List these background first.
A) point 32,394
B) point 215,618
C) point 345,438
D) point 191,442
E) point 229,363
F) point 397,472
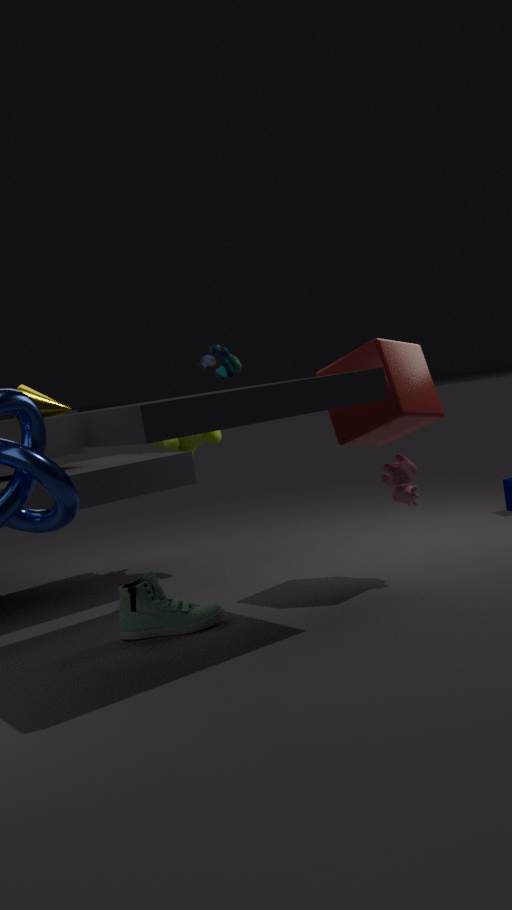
point 191,442 < point 229,363 < point 397,472 < point 345,438 < point 32,394 < point 215,618
